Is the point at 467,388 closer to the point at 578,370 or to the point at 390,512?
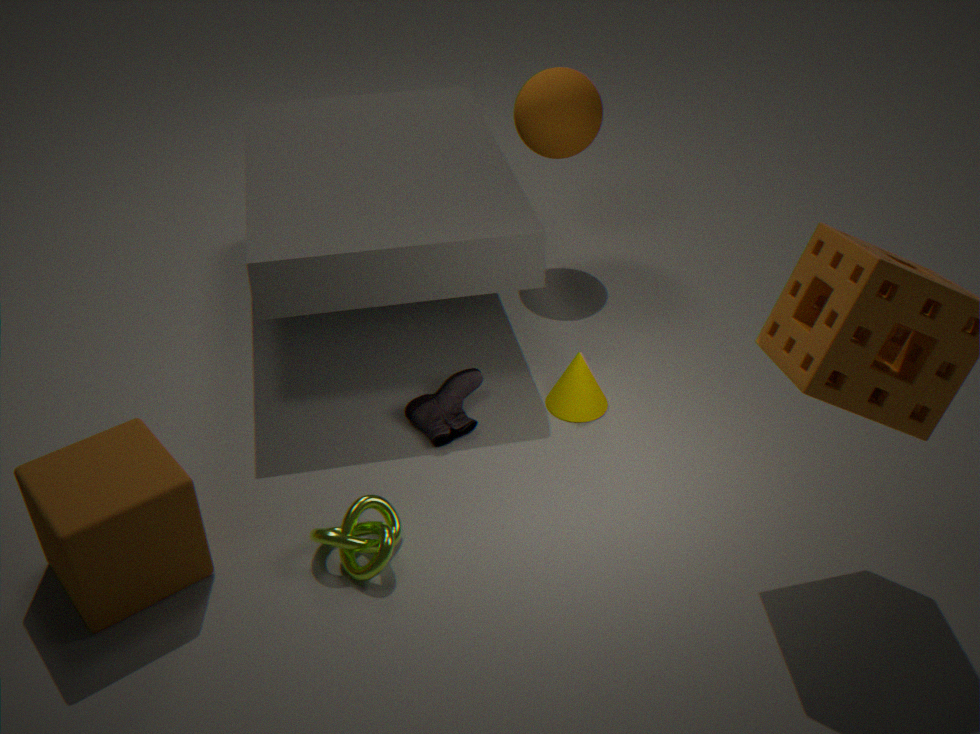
the point at 578,370
